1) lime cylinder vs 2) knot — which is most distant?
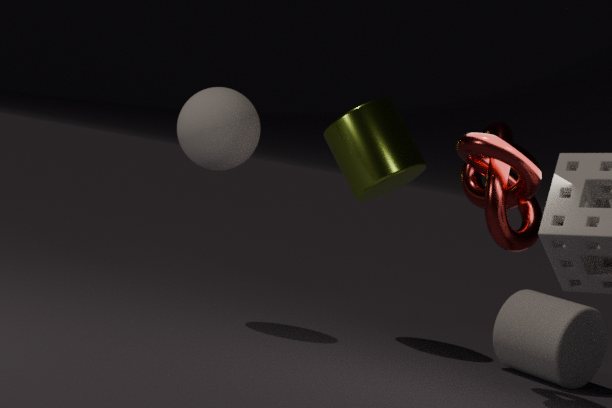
1. lime cylinder
